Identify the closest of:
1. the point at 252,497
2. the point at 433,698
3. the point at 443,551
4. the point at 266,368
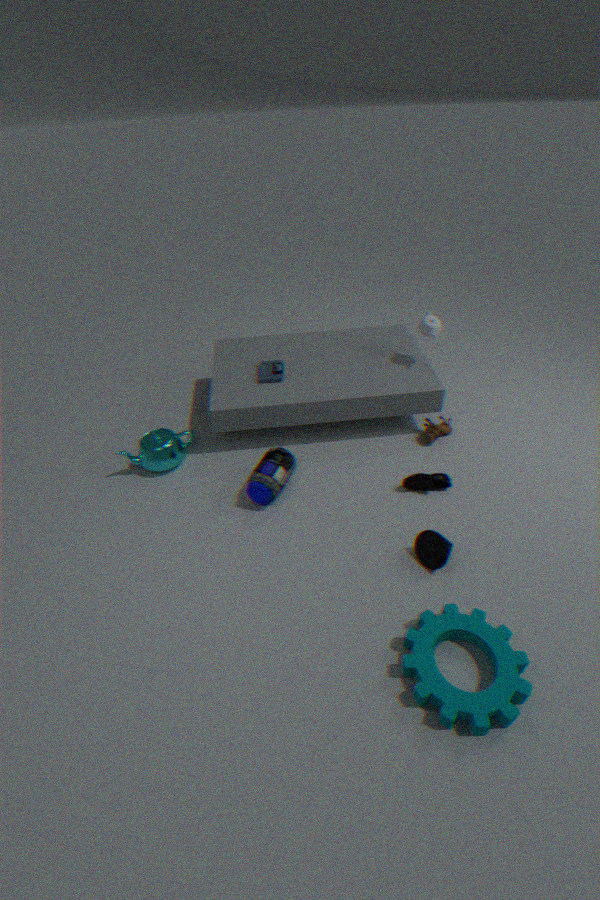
the point at 433,698
